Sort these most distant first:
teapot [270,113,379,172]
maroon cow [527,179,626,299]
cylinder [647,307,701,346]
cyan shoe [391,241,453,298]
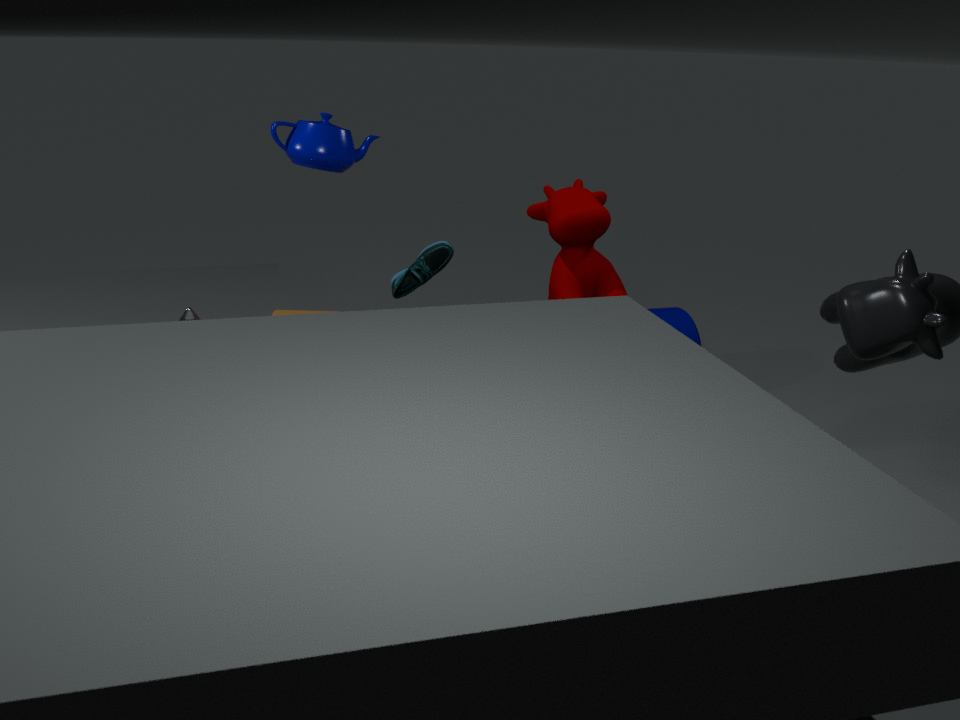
cylinder [647,307,701,346]
cyan shoe [391,241,453,298]
maroon cow [527,179,626,299]
teapot [270,113,379,172]
